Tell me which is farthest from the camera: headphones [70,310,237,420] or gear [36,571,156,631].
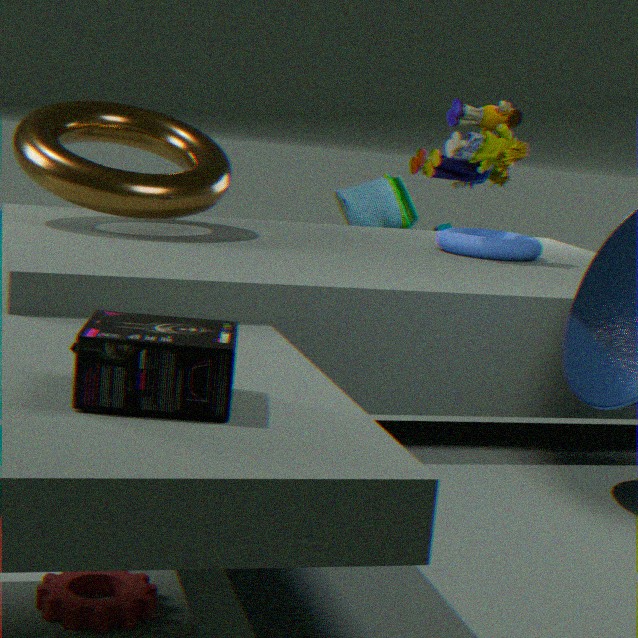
gear [36,571,156,631]
